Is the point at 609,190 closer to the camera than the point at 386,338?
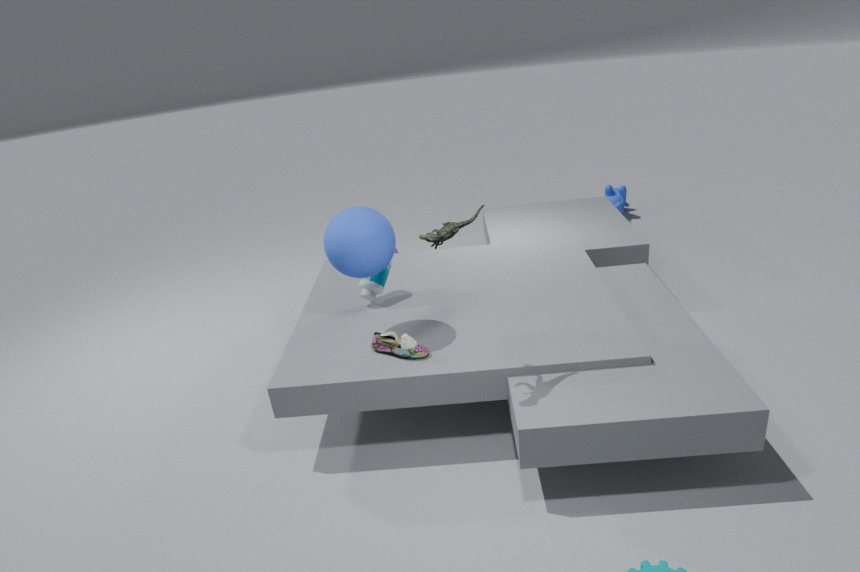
No
